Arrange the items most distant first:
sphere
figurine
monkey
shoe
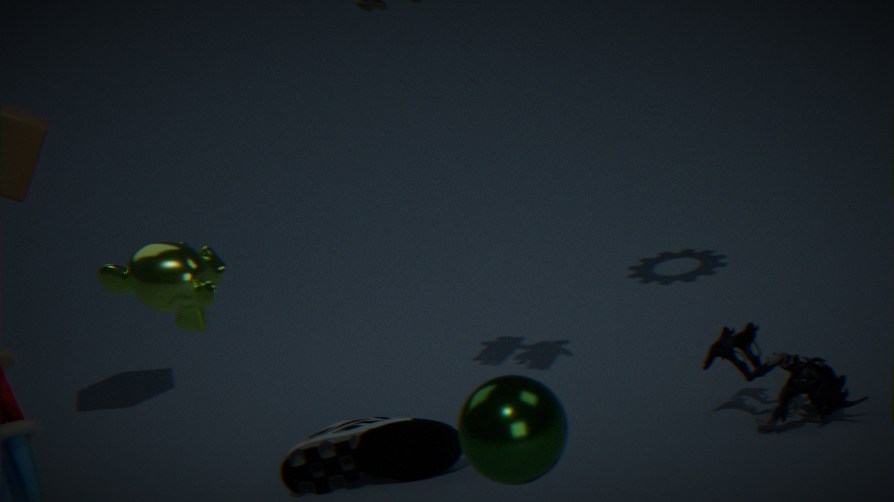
1. shoe
2. figurine
3. monkey
4. sphere
